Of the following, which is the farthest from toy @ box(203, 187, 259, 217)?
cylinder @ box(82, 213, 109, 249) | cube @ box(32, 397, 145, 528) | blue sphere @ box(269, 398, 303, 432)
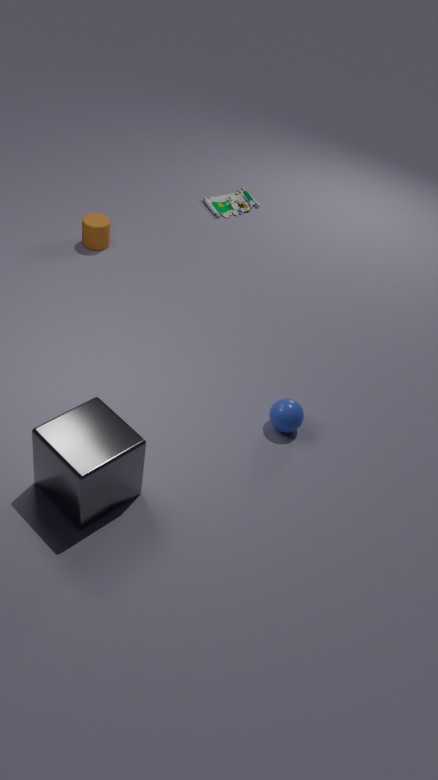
cube @ box(32, 397, 145, 528)
